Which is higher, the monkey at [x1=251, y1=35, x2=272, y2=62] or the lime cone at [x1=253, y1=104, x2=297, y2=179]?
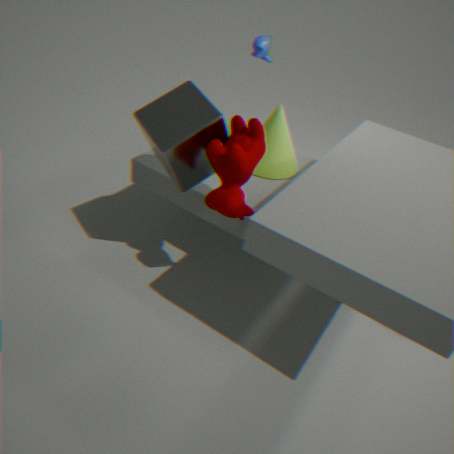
the monkey at [x1=251, y1=35, x2=272, y2=62]
